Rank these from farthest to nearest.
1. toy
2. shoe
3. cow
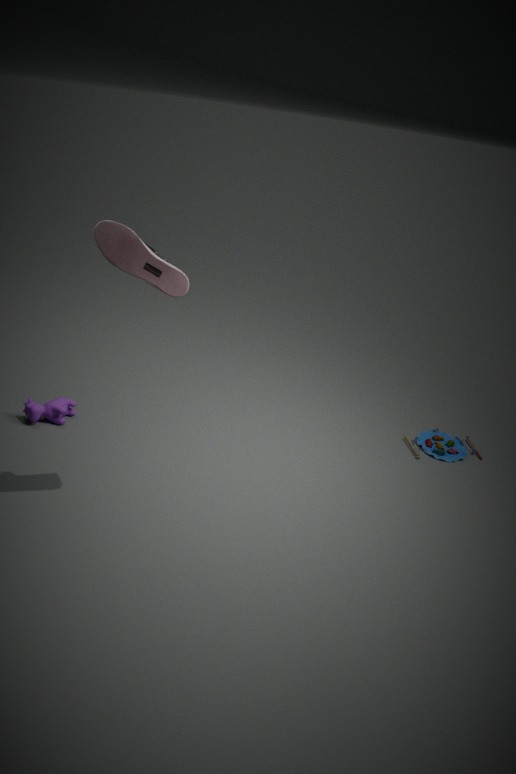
1. toy
2. cow
3. shoe
